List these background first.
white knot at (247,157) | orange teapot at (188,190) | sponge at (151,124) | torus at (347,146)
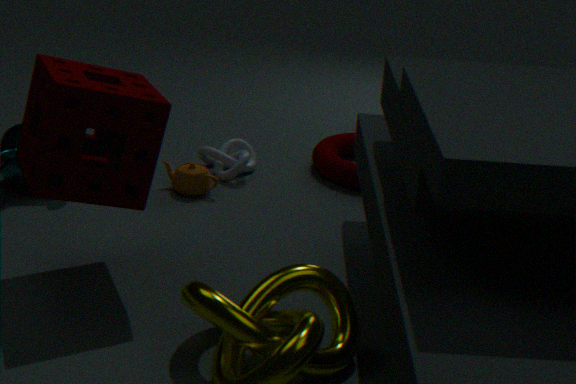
1. torus at (347,146)
2. white knot at (247,157)
3. orange teapot at (188,190)
4. sponge at (151,124)
